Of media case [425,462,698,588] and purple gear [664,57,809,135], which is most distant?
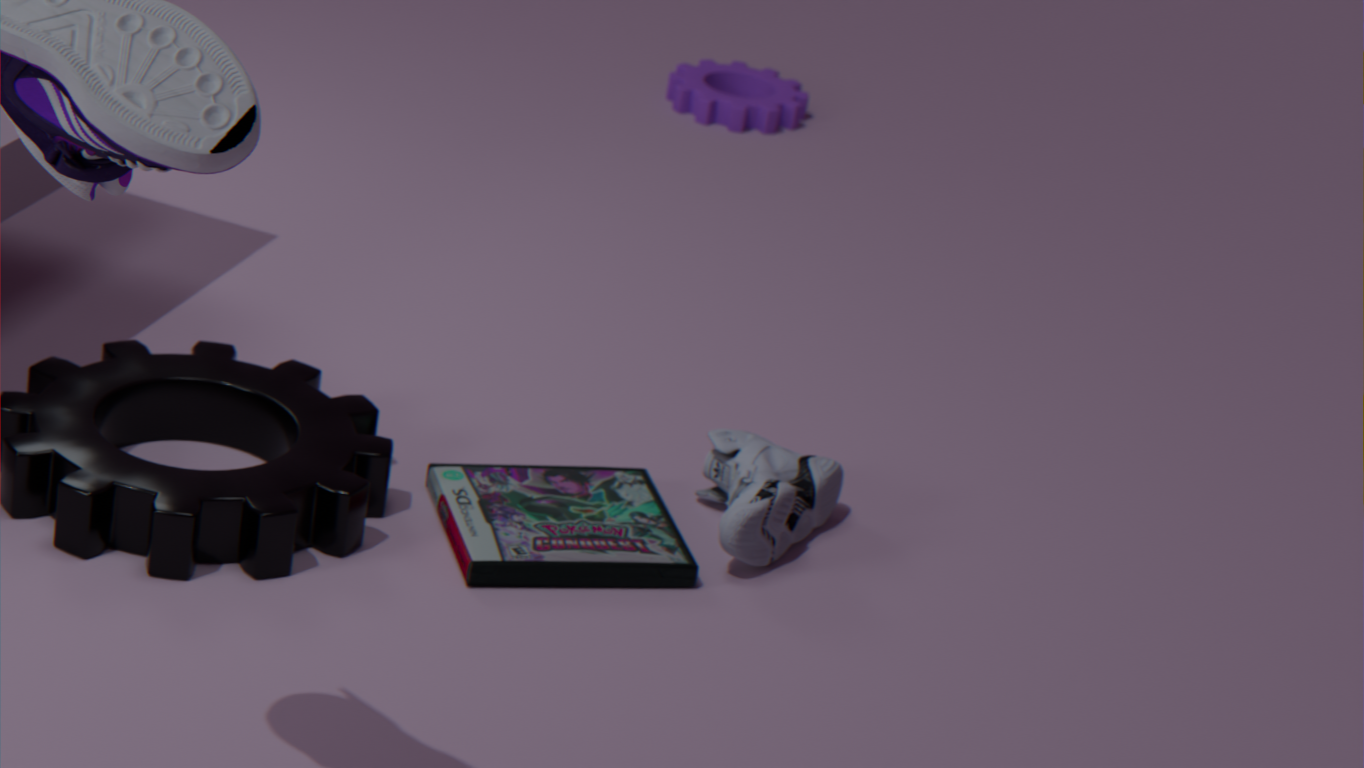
purple gear [664,57,809,135]
